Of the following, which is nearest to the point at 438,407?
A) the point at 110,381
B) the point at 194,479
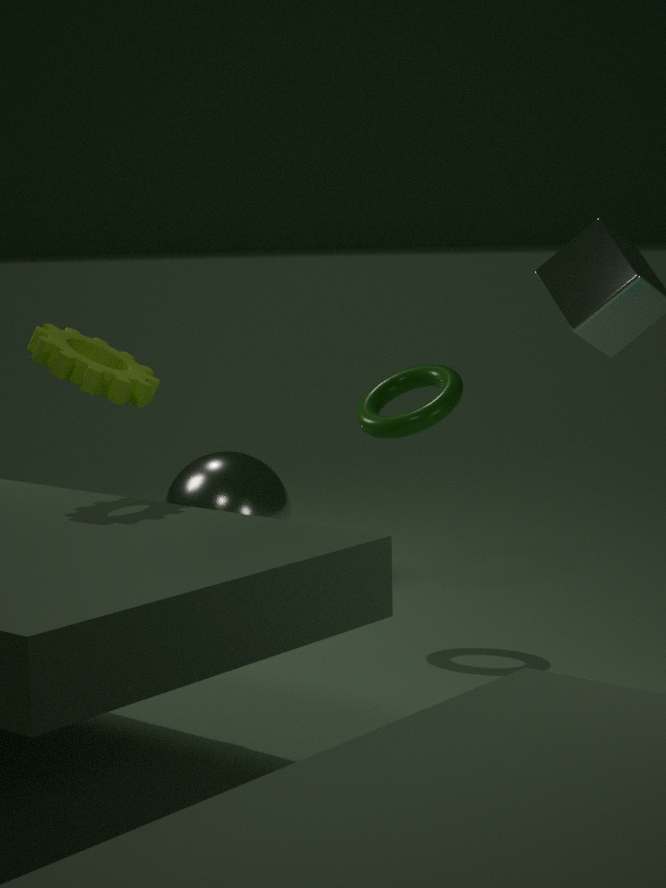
the point at 194,479
